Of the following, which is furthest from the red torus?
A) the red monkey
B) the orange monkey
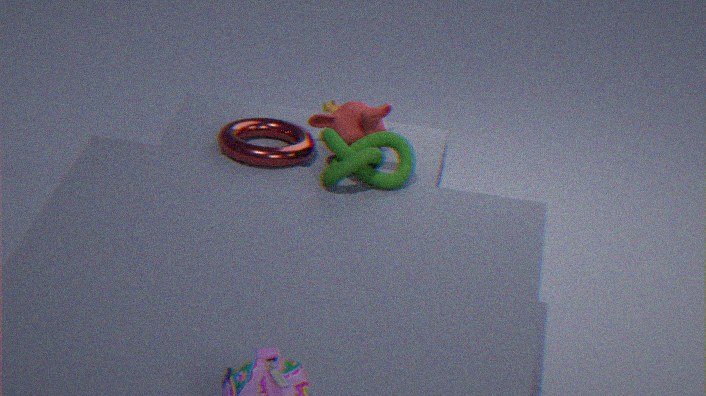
the orange monkey
